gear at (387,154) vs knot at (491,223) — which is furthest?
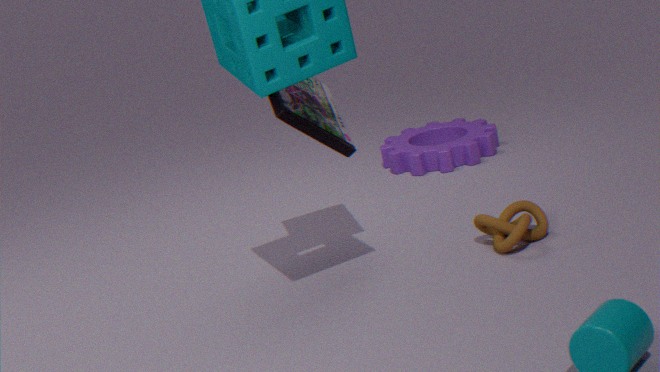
gear at (387,154)
